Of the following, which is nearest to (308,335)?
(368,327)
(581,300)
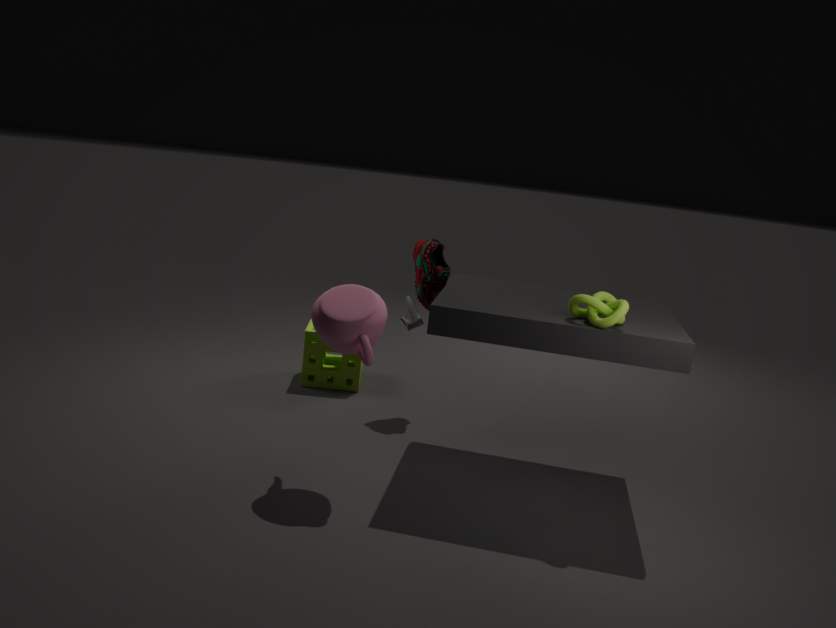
(368,327)
